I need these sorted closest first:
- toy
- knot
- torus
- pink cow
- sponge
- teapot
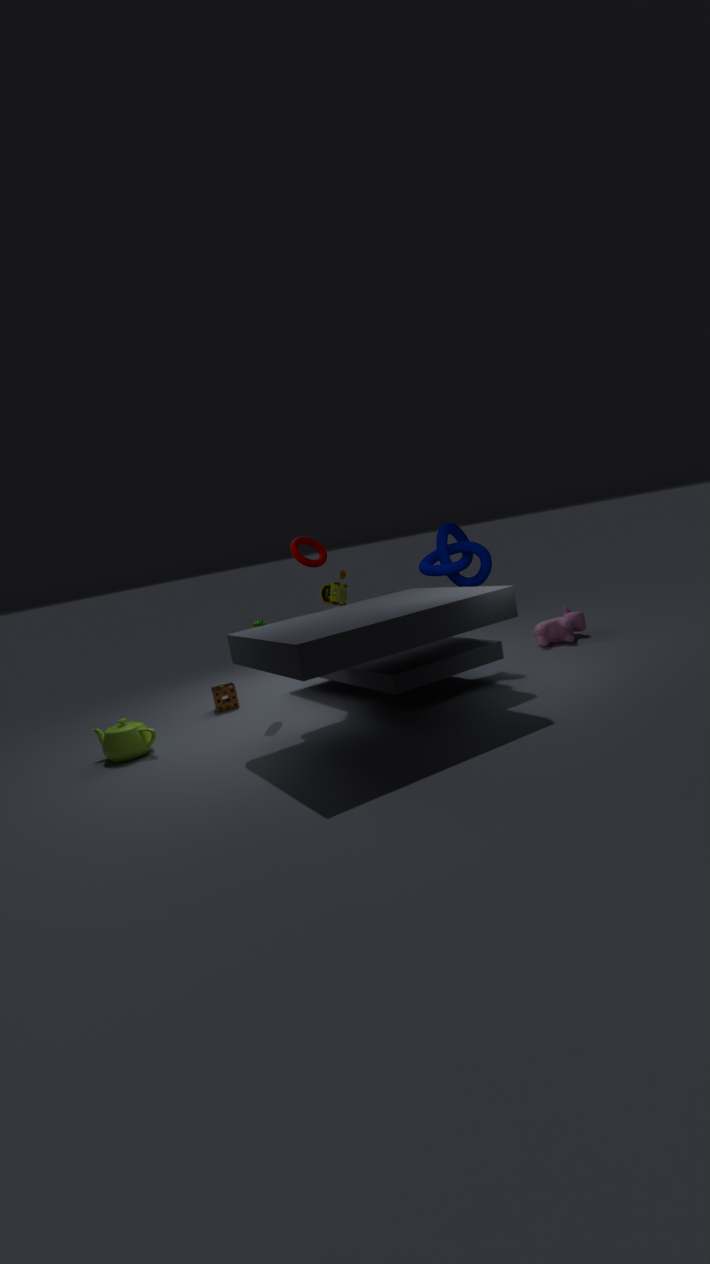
teapot → torus → toy → knot → sponge → pink cow
